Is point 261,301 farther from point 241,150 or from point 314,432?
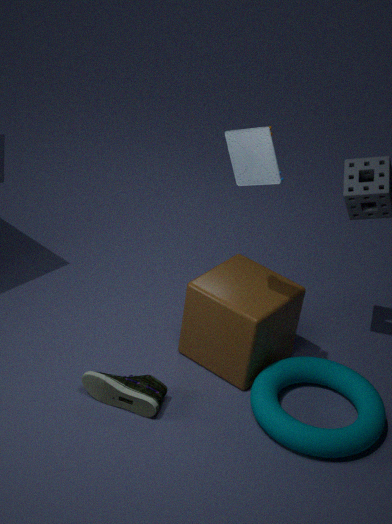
point 241,150
